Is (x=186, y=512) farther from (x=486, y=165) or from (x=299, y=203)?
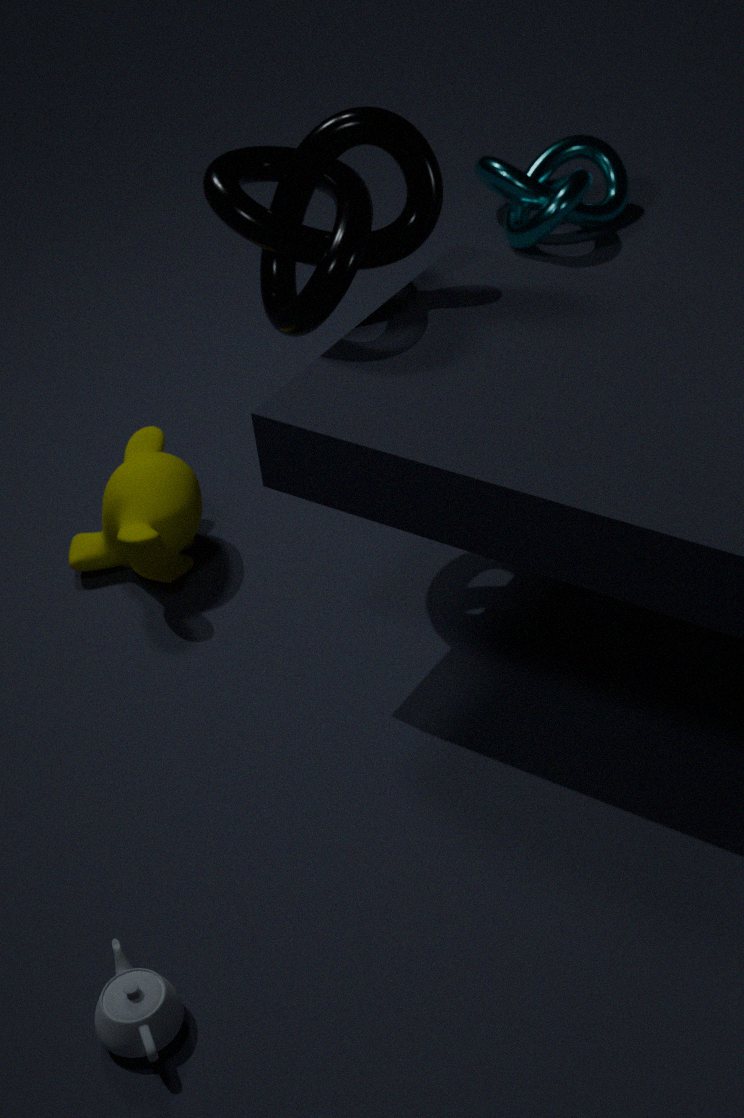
(x=486, y=165)
